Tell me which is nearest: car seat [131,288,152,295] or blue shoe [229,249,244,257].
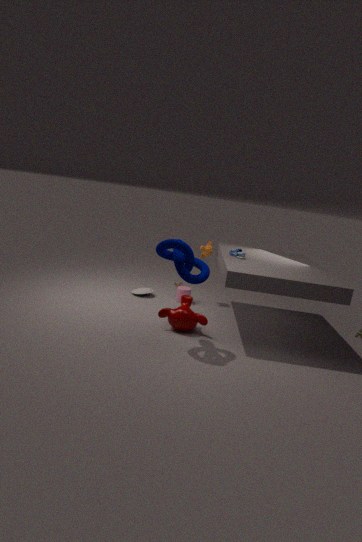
blue shoe [229,249,244,257]
